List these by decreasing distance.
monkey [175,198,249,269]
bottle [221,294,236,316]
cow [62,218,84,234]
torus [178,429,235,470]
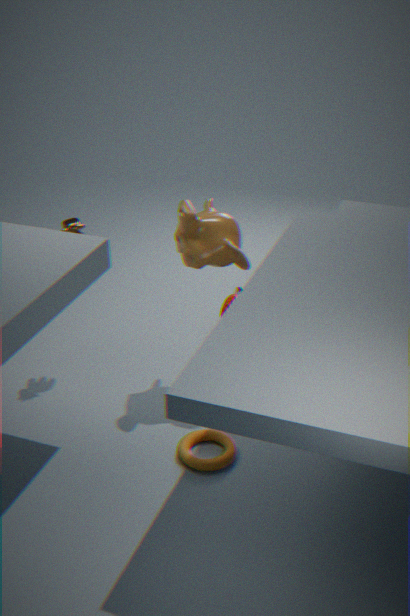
bottle [221,294,236,316], cow [62,218,84,234], monkey [175,198,249,269], torus [178,429,235,470]
